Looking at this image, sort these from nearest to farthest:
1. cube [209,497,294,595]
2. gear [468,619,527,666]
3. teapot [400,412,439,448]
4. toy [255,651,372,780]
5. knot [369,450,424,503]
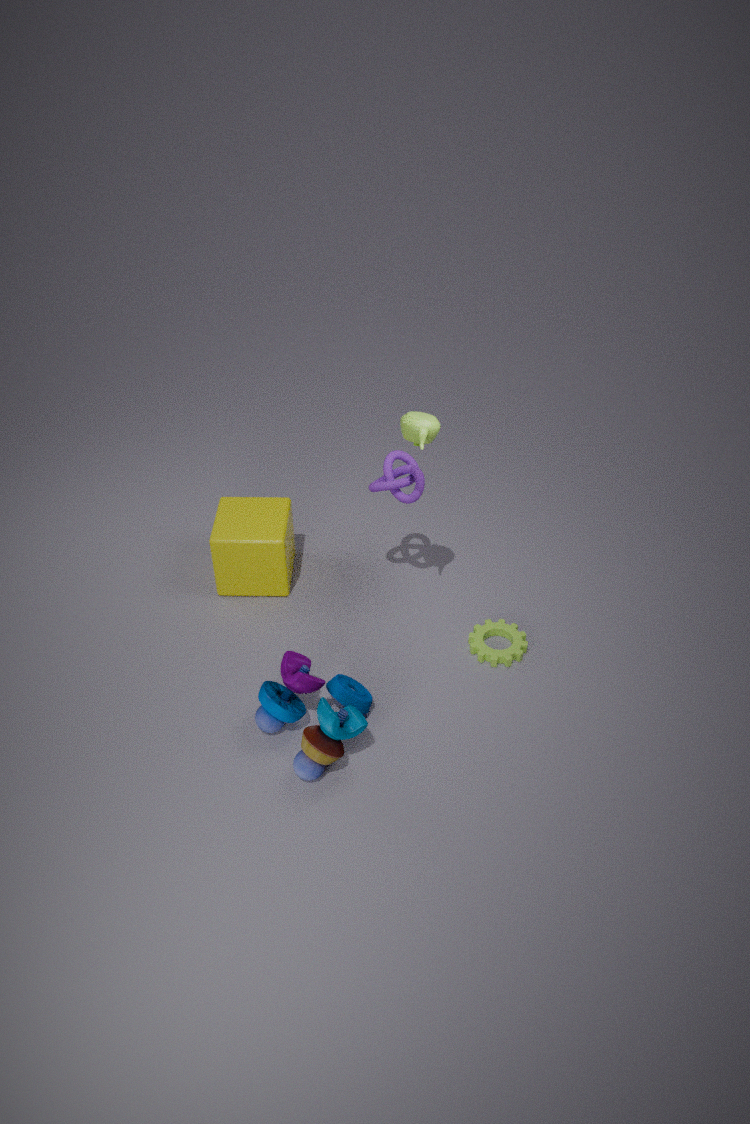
toy [255,651,372,780], teapot [400,412,439,448], knot [369,450,424,503], gear [468,619,527,666], cube [209,497,294,595]
